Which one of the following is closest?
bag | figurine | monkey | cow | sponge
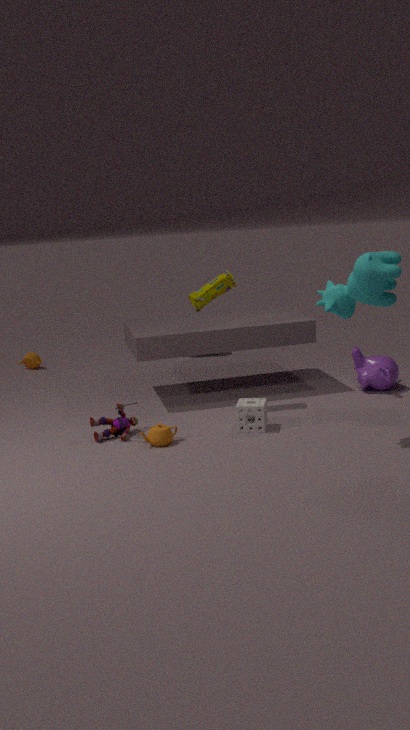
cow
